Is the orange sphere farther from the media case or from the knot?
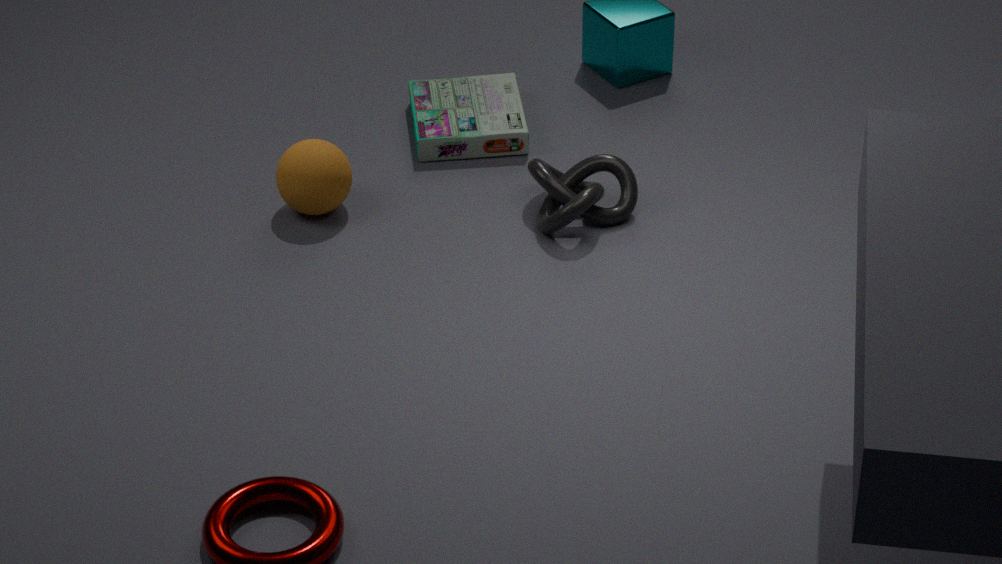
the knot
